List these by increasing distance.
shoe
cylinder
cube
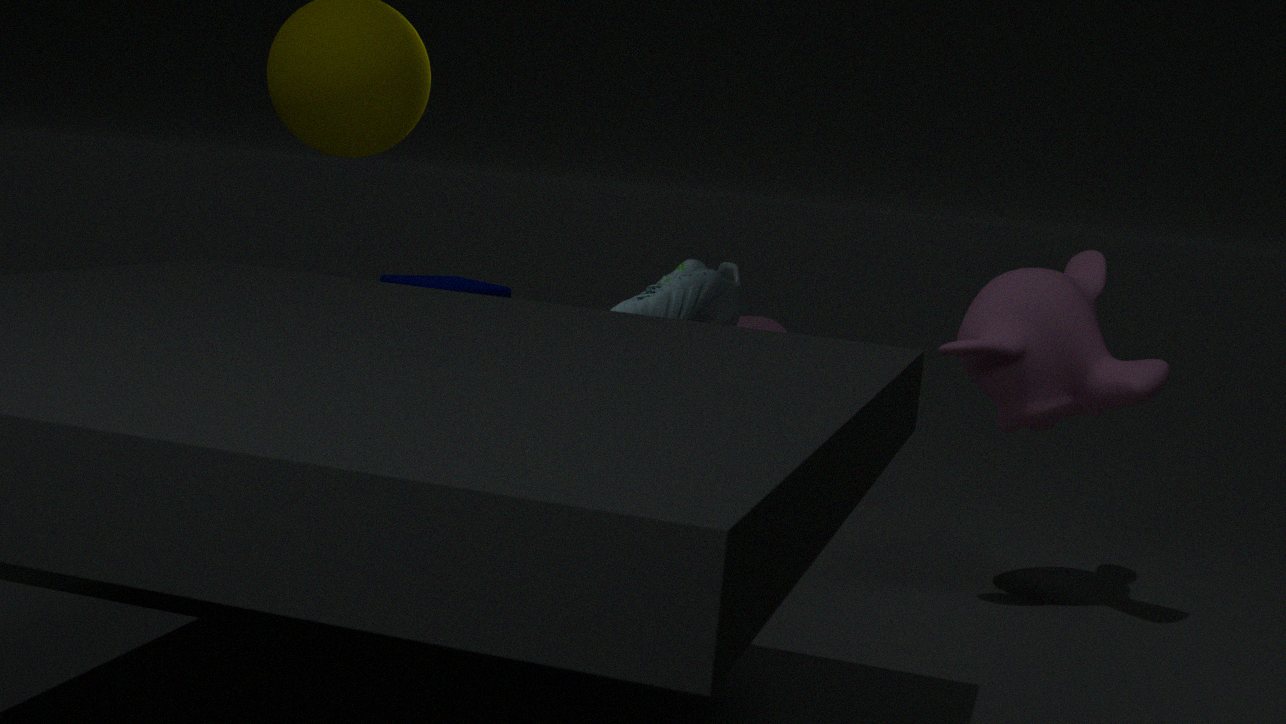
cube, shoe, cylinder
